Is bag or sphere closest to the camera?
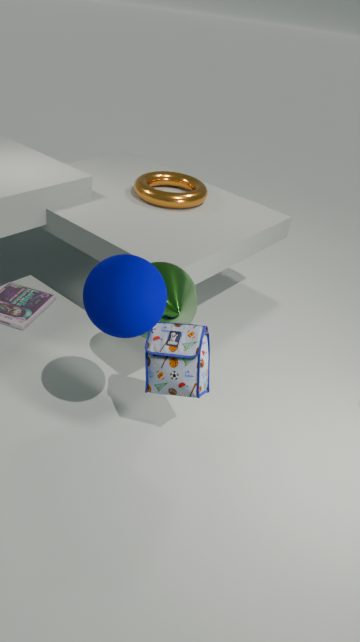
sphere
